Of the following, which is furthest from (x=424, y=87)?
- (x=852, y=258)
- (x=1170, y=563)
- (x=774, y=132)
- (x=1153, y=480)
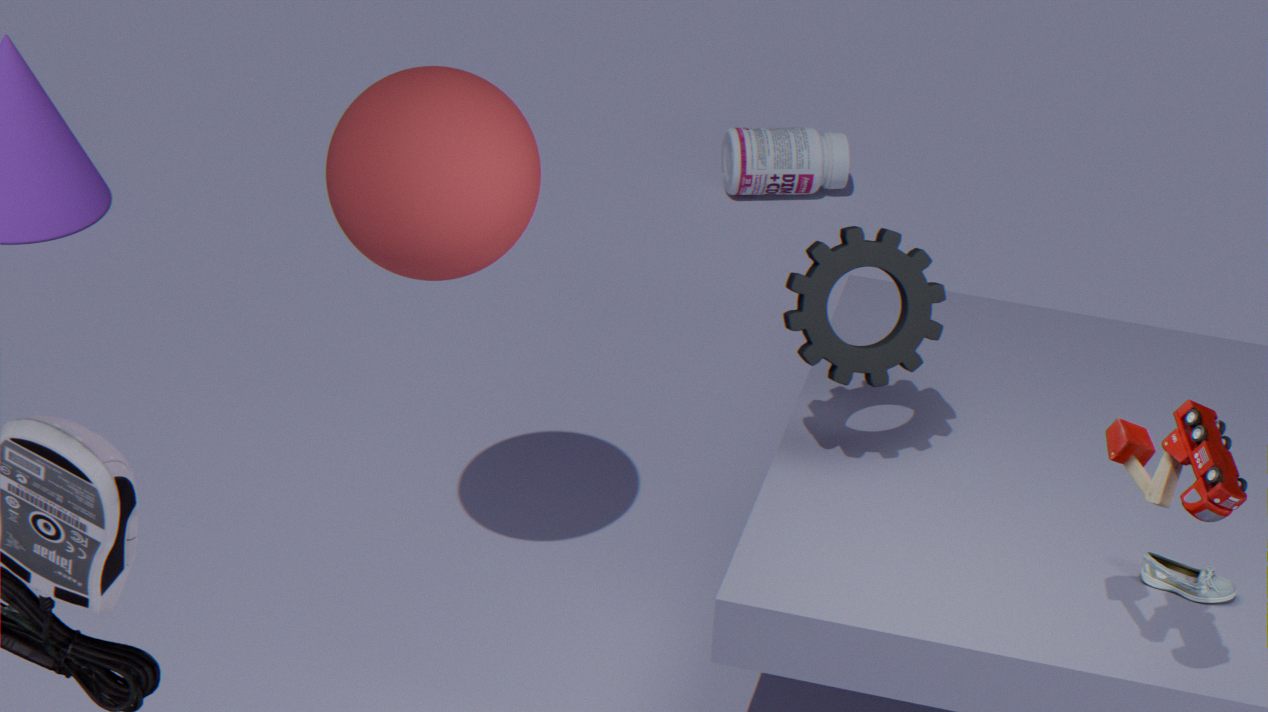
(x=774, y=132)
